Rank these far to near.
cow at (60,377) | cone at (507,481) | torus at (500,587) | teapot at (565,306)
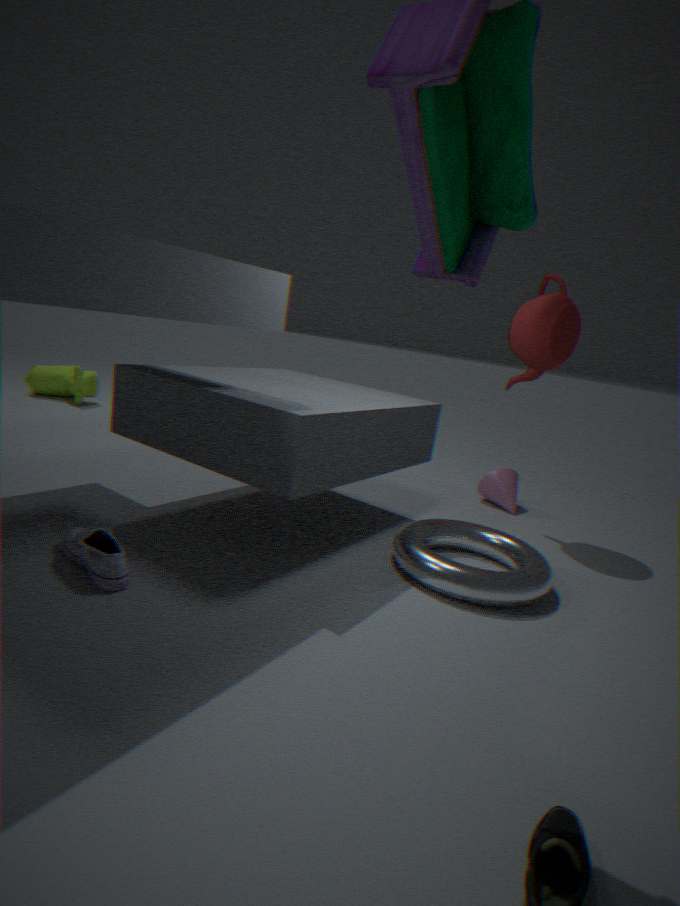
cow at (60,377), cone at (507,481), teapot at (565,306), torus at (500,587)
